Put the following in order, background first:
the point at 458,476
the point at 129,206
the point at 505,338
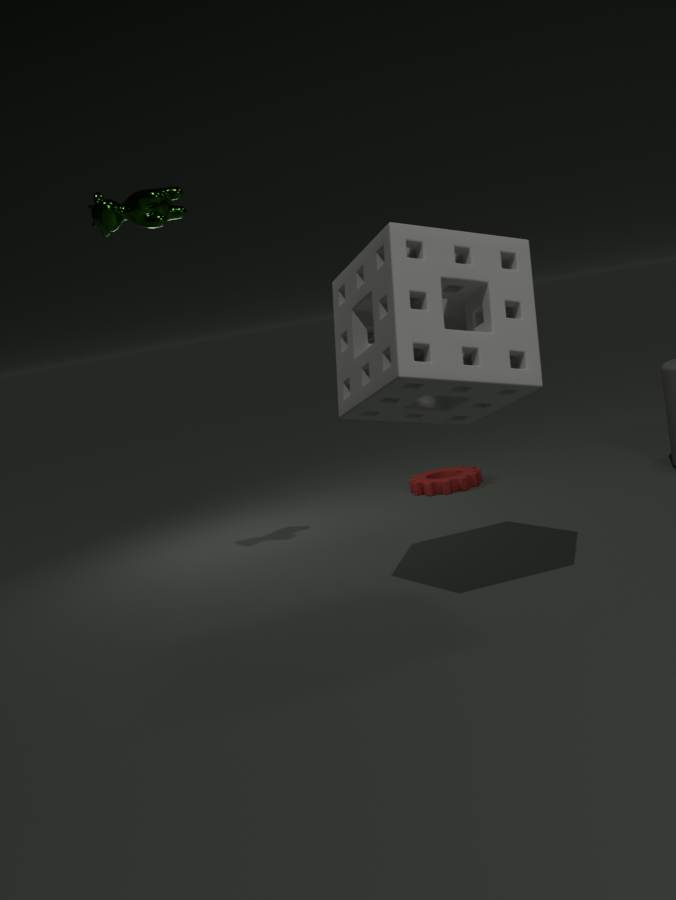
the point at 458,476
the point at 129,206
the point at 505,338
